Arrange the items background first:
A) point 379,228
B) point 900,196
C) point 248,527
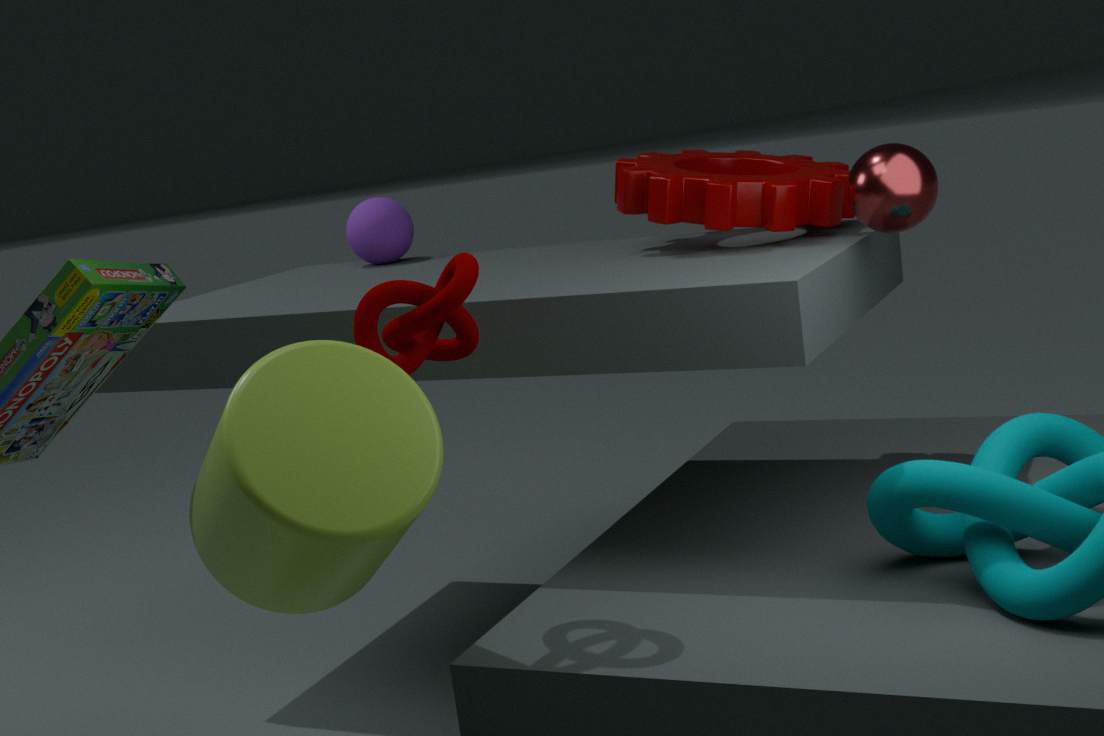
A. point 379,228 < B. point 900,196 < C. point 248,527
